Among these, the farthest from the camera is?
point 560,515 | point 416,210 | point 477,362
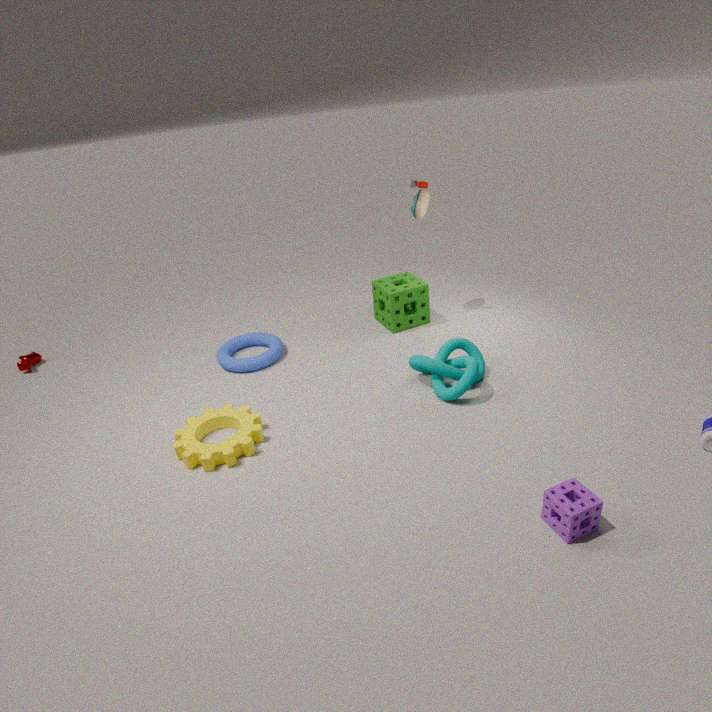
point 416,210
